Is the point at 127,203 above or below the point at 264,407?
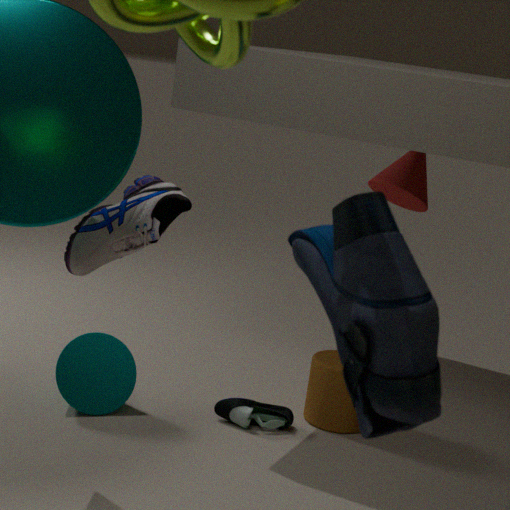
above
